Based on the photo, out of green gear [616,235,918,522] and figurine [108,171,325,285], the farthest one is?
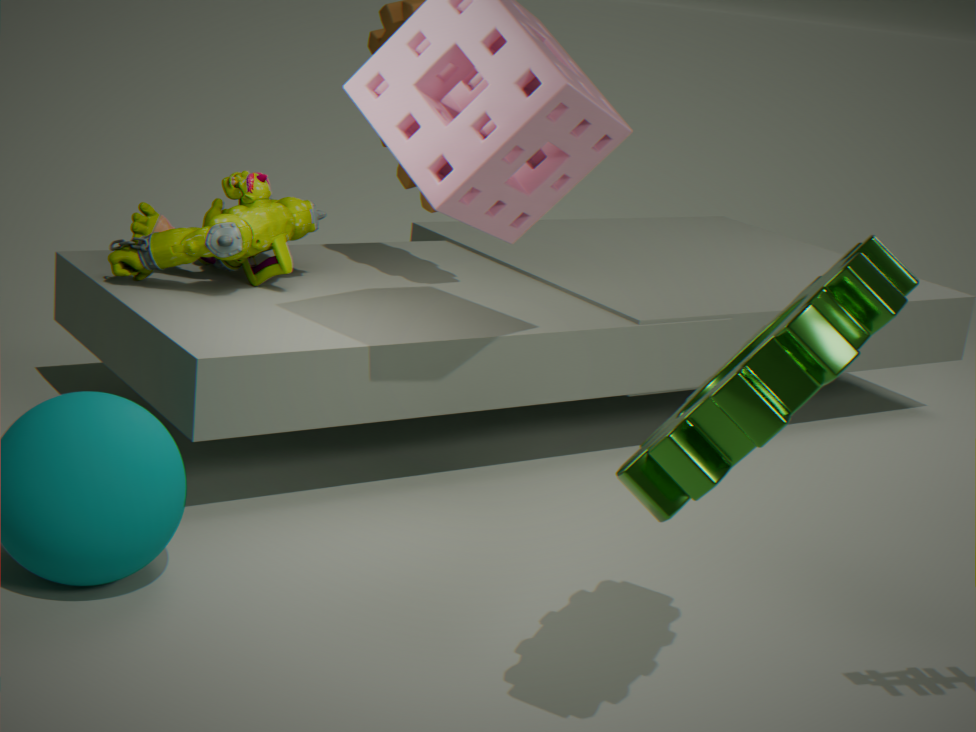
figurine [108,171,325,285]
